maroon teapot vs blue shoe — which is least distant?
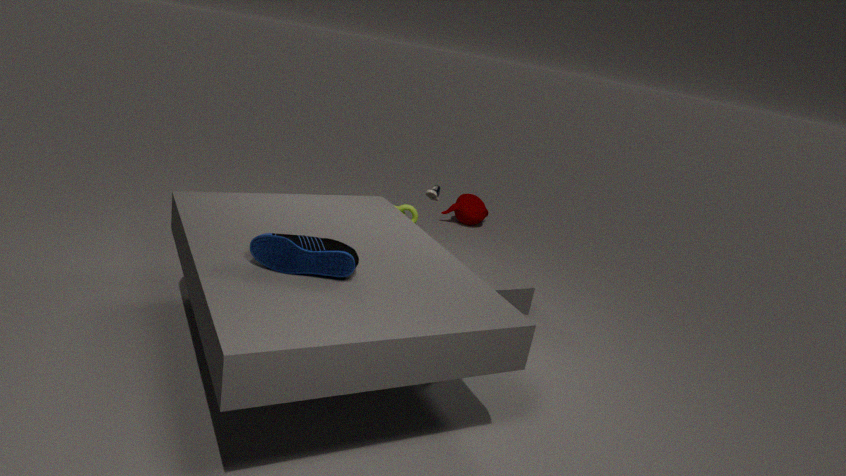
blue shoe
